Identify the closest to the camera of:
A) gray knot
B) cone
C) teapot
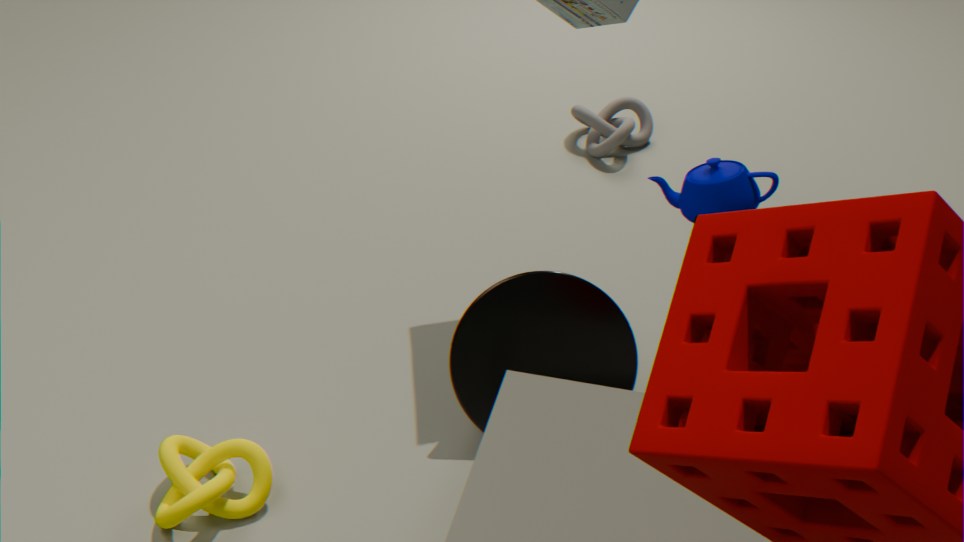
teapot
